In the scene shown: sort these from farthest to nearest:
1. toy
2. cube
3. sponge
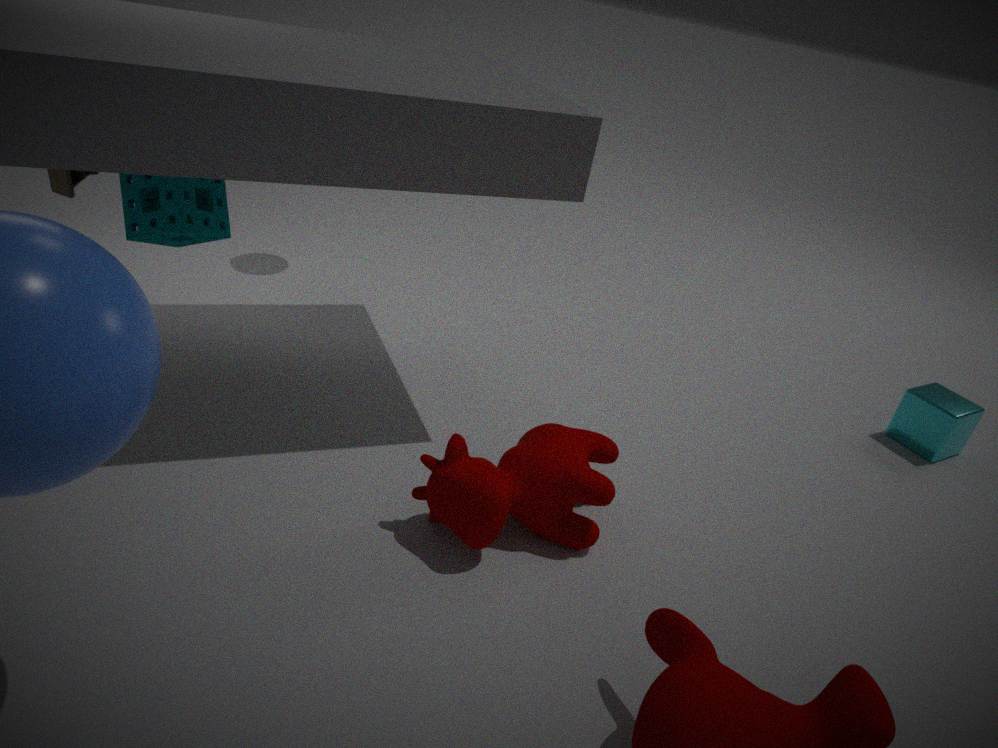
cube
toy
sponge
